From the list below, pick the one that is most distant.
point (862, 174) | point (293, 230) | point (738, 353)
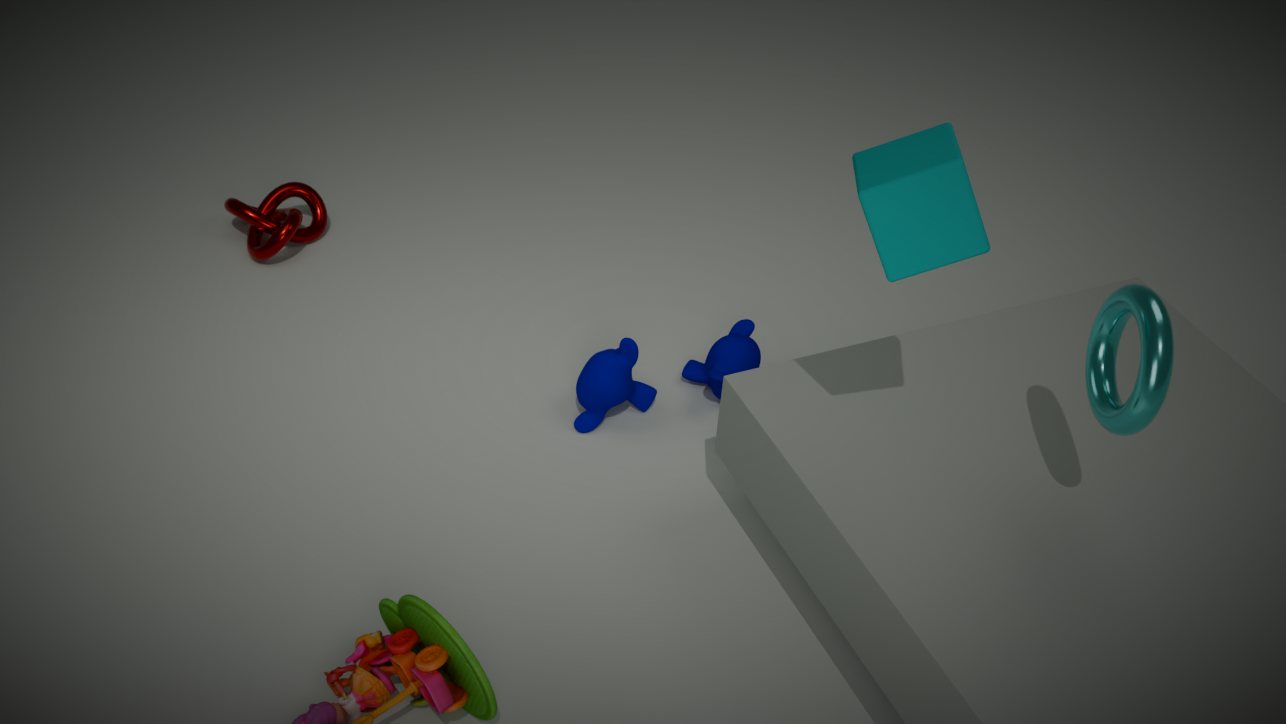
point (293, 230)
